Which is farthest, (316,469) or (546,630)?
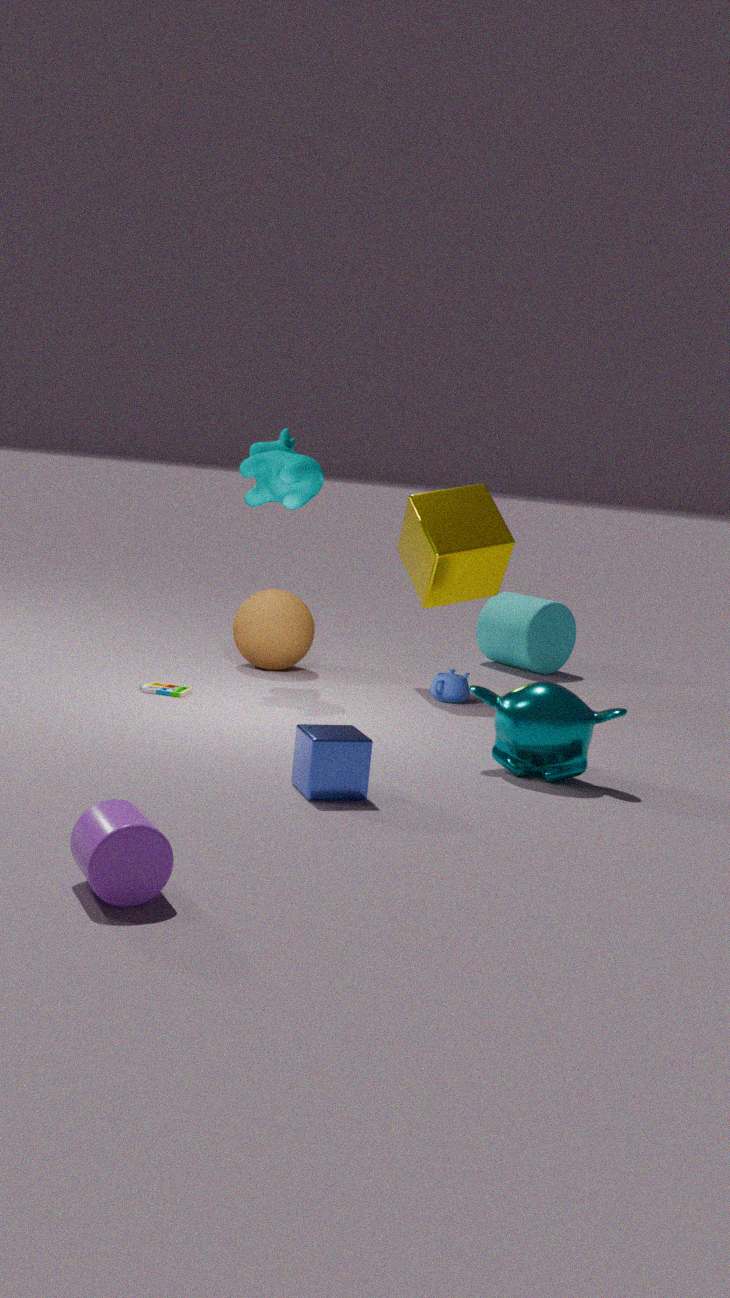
(546,630)
